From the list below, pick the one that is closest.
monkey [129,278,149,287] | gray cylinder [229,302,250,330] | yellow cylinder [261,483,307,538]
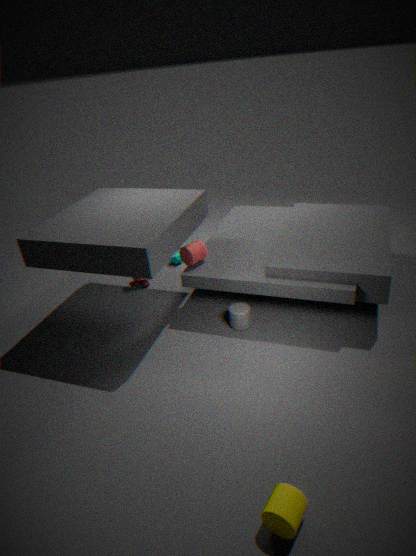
yellow cylinder [261,483,307,538]
